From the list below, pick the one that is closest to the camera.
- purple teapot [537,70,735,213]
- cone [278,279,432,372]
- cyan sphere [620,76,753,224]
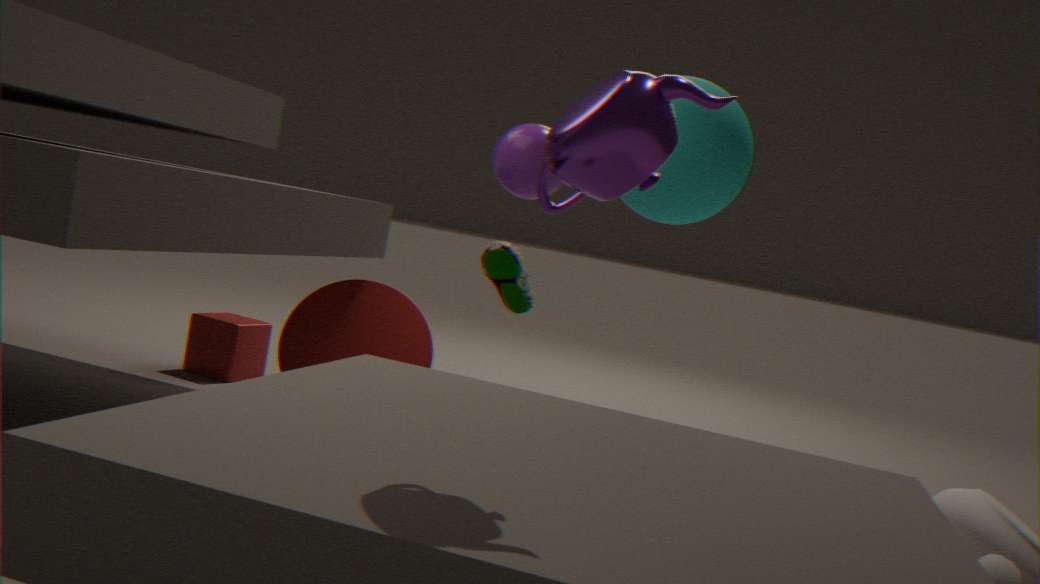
purple teapot [537,70,735,213]
